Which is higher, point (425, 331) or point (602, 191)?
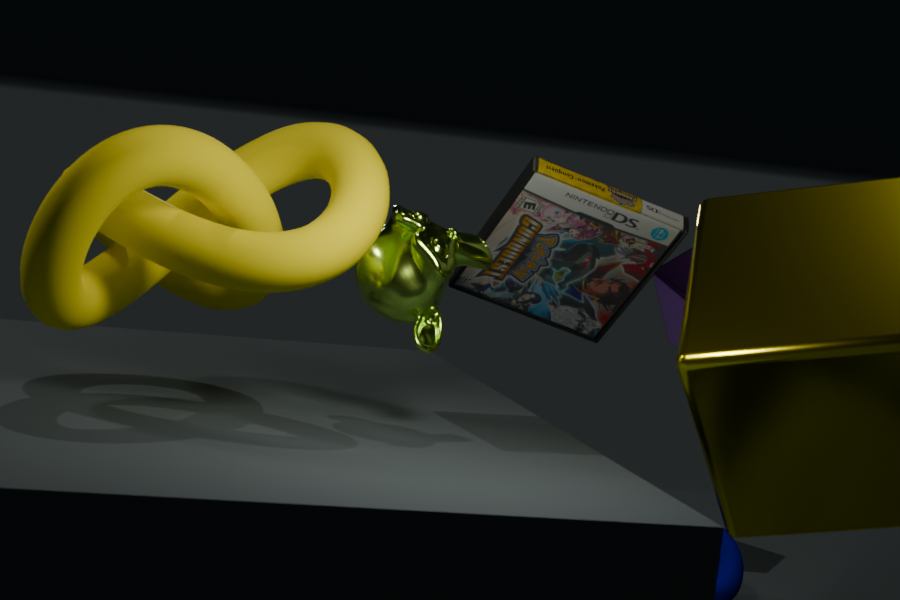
point (602, 191)
